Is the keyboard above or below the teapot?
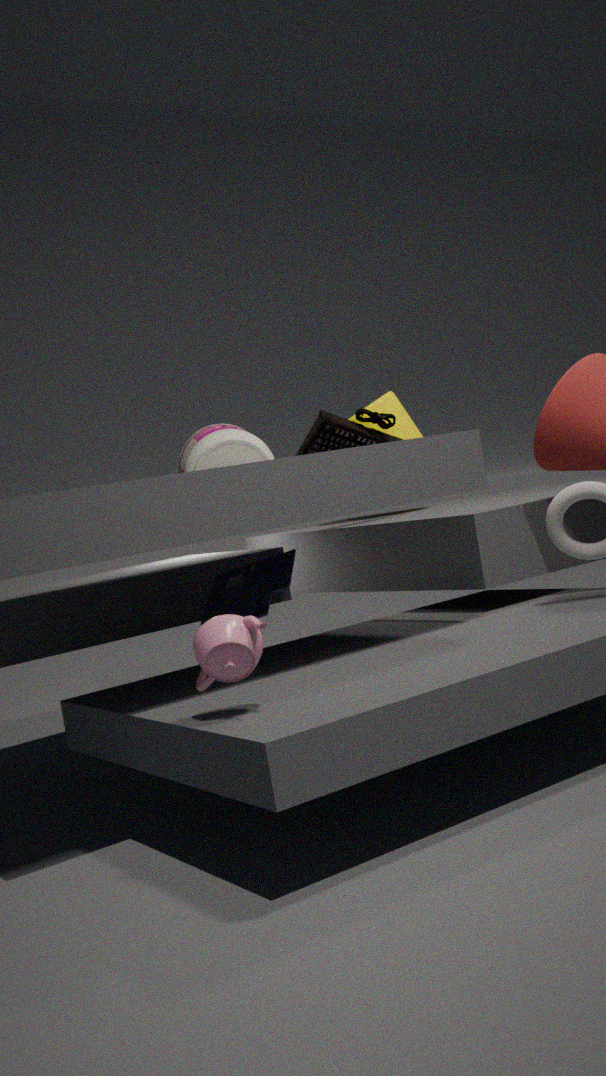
above
